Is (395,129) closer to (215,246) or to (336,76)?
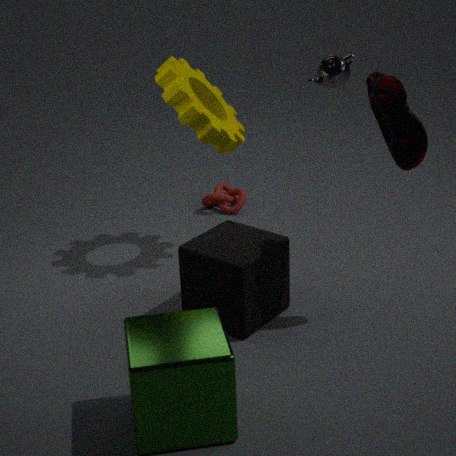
(336,76)
